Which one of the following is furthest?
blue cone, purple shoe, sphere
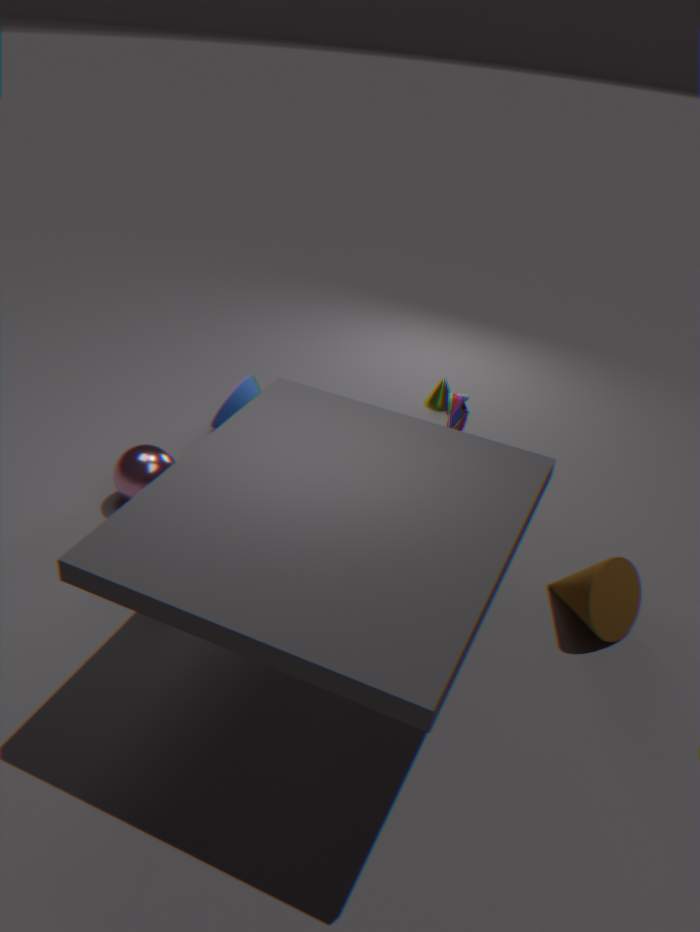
blue cone
